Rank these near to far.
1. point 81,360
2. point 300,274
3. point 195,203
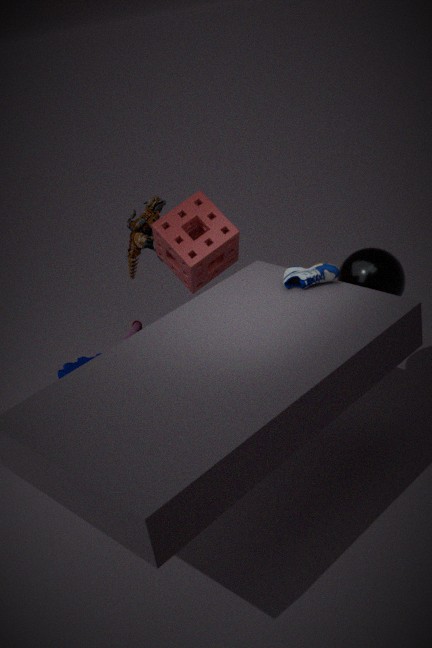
point 300,274, point 195,203, point 81,360
